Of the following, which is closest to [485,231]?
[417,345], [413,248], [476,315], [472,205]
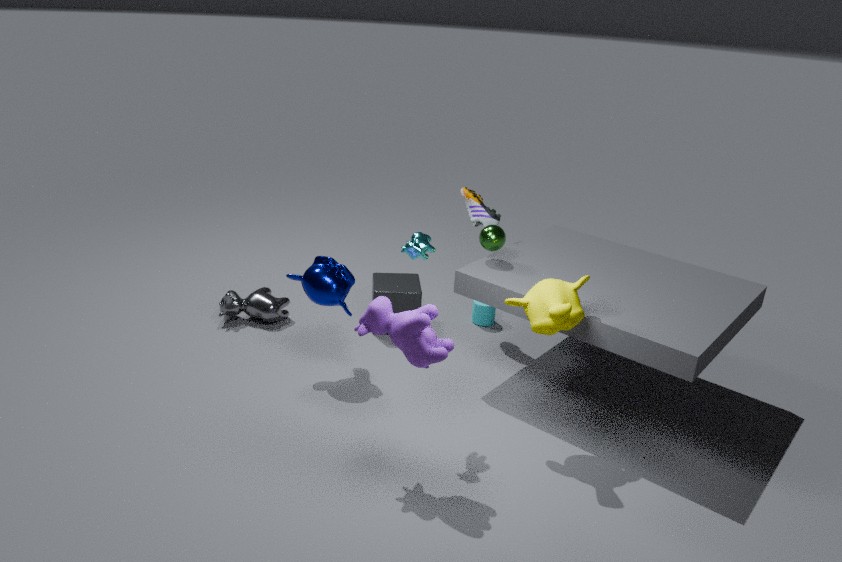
[472,205]
